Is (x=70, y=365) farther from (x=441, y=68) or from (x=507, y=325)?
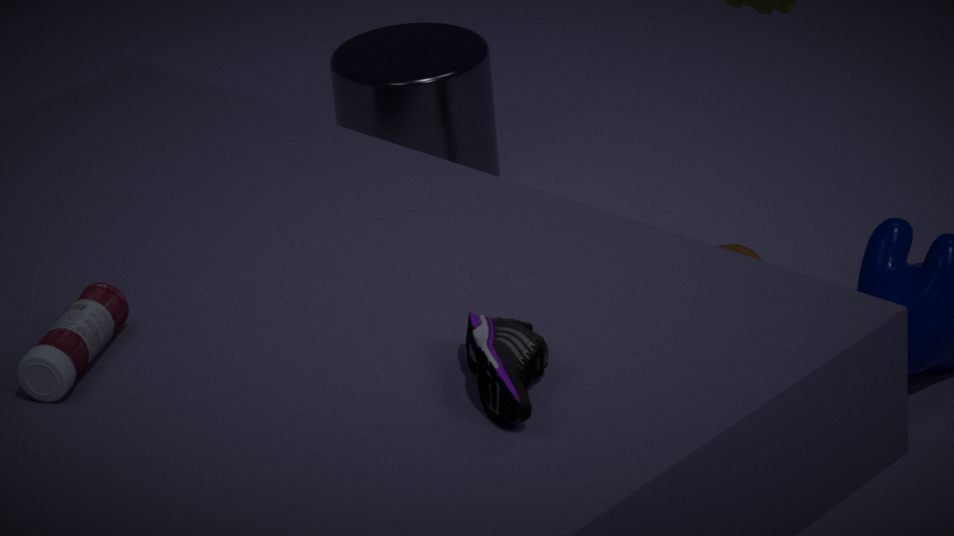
(x=441, y=68)
